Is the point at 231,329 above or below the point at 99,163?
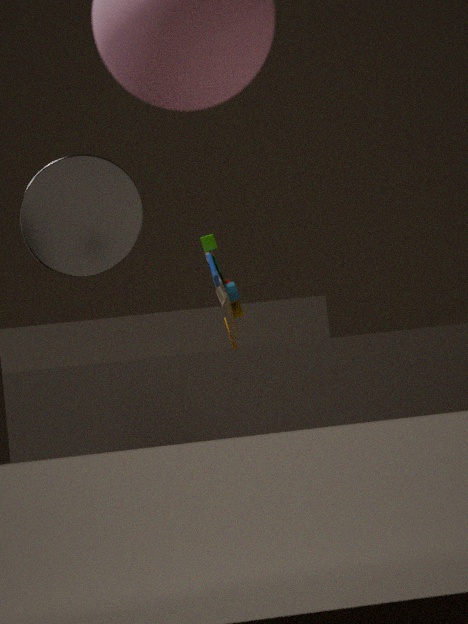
below
